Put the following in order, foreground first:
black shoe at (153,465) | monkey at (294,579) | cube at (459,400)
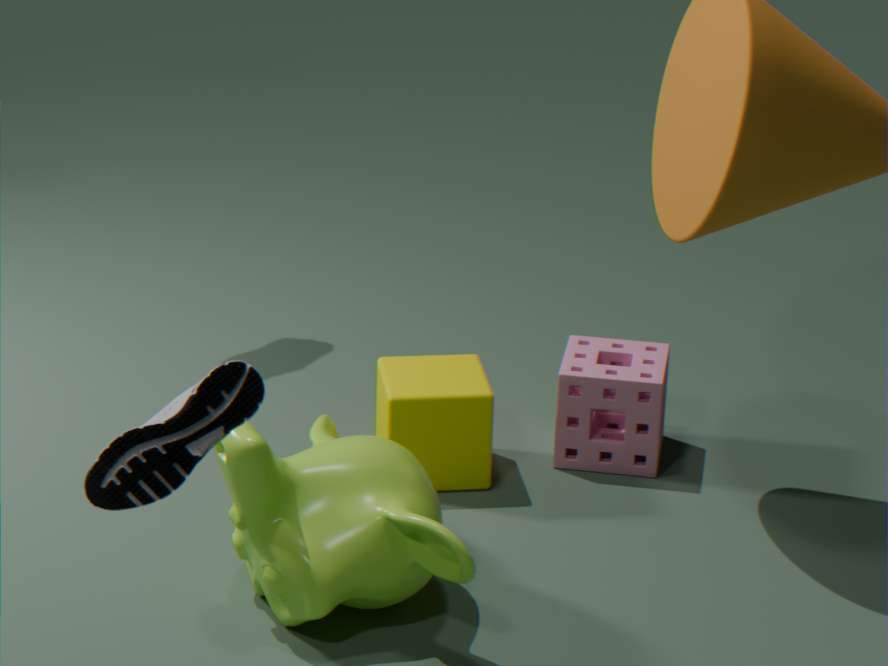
black shoe at (153,465)
monkey at (294,579)
cube at (459,400)
